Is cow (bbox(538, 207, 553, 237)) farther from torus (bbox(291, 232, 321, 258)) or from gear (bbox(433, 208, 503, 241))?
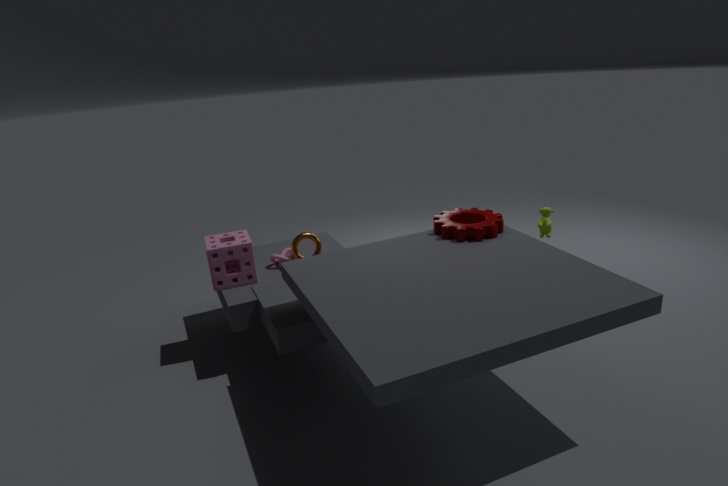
torus (bbox(291, 232, 321, 258))
